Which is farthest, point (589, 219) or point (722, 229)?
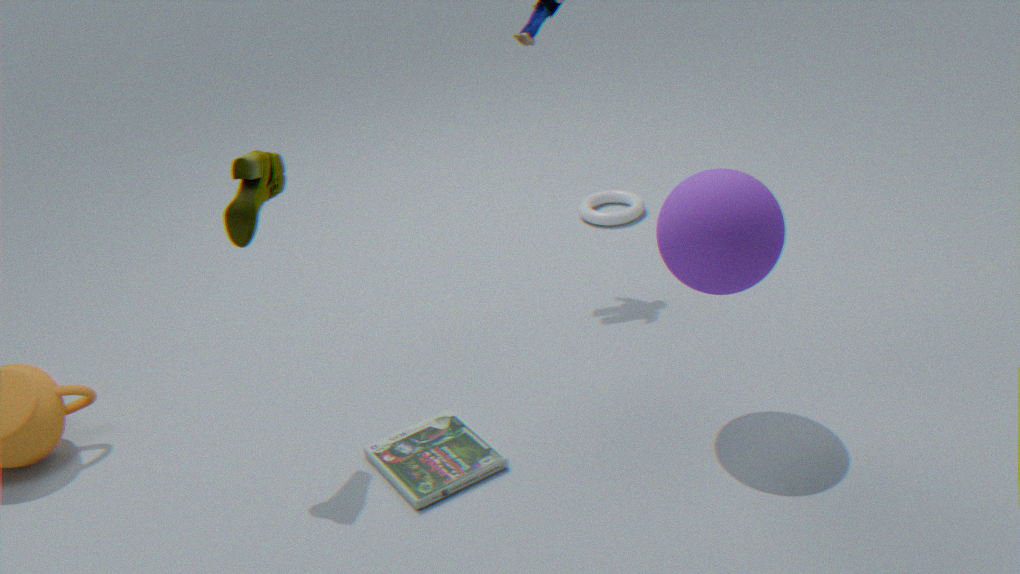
point (589, 219)
